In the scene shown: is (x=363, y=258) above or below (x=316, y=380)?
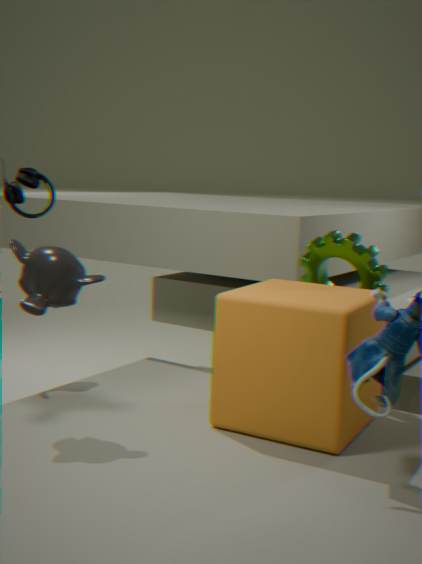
above
